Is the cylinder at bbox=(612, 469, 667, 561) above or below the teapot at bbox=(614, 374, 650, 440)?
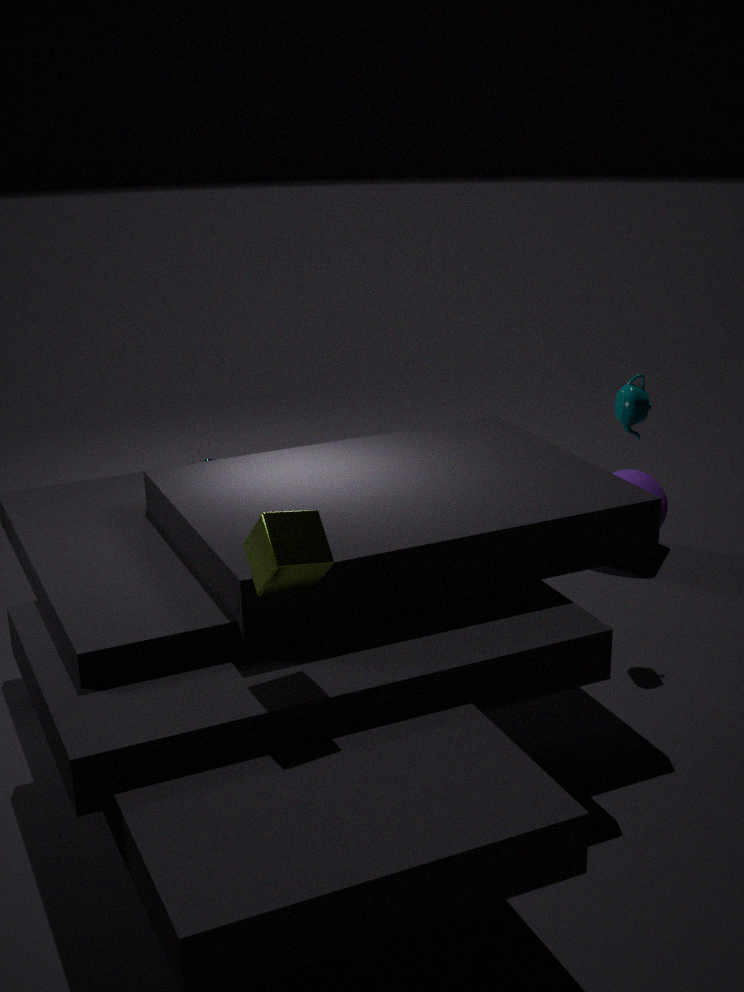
below
